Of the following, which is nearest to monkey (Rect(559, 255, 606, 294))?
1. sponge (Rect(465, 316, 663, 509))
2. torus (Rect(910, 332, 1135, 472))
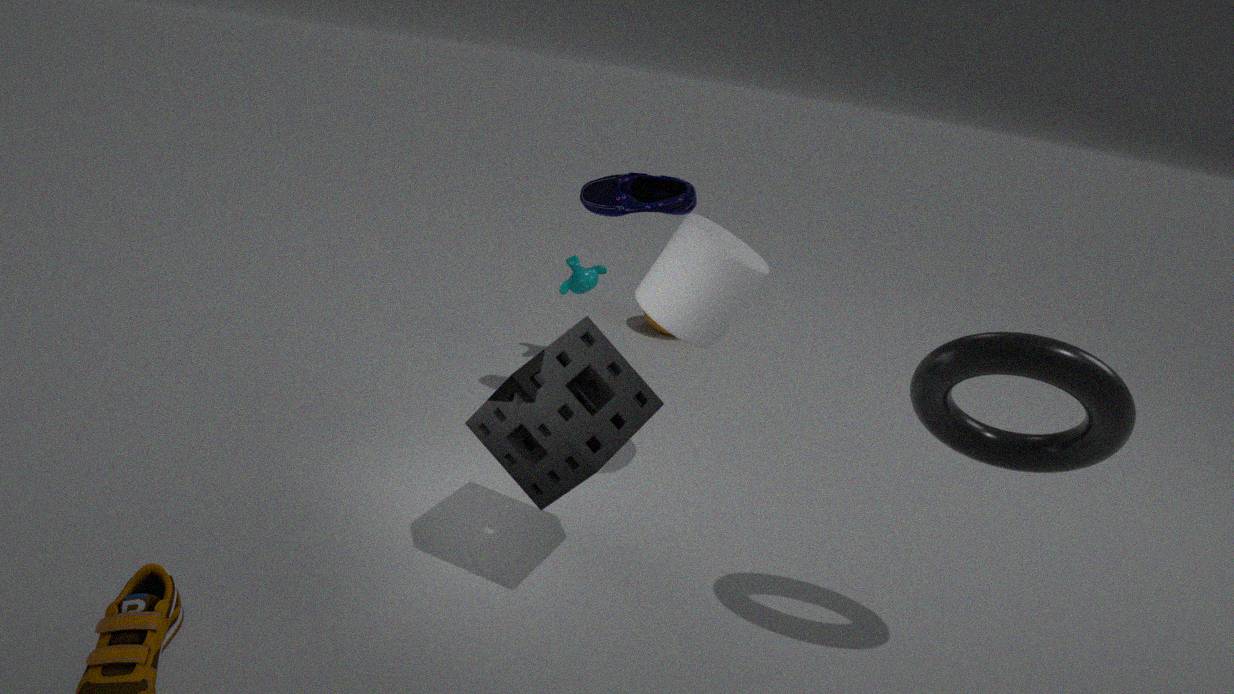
sponge (Rect(465, 316, 663, 509))
